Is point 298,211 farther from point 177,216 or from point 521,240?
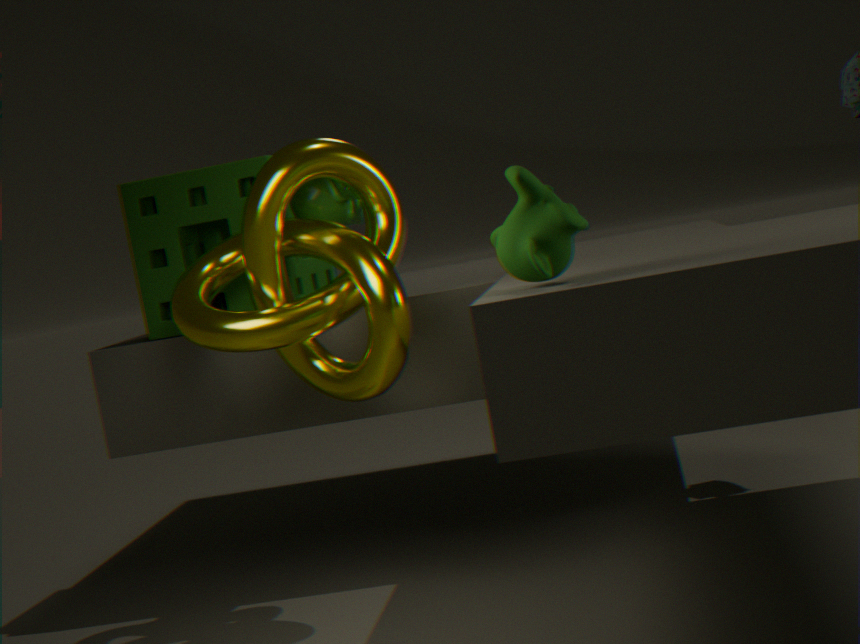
point 521,240
